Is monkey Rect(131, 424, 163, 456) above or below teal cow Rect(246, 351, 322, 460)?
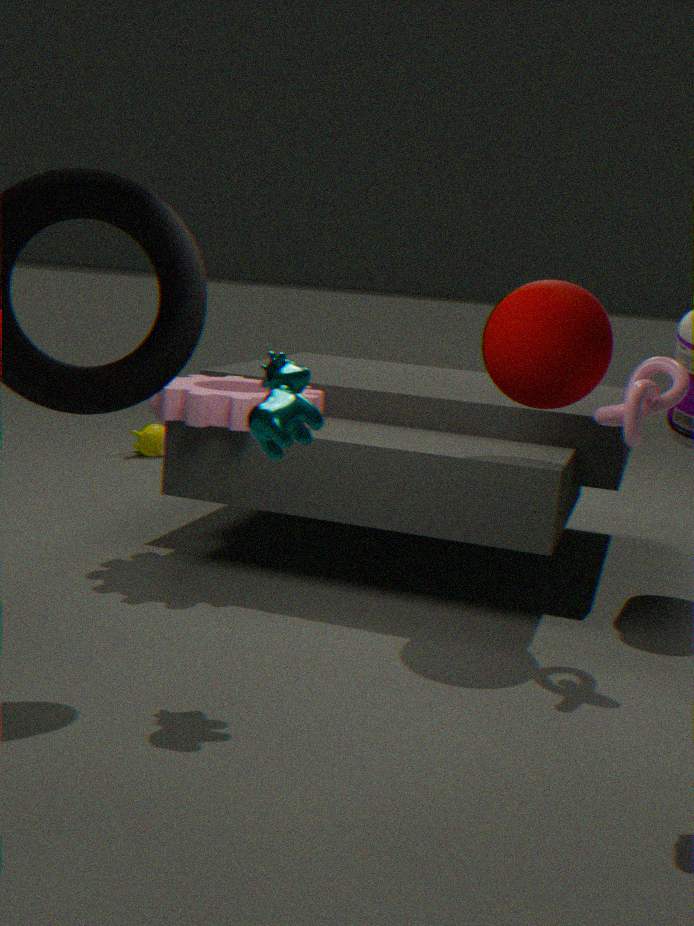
below
